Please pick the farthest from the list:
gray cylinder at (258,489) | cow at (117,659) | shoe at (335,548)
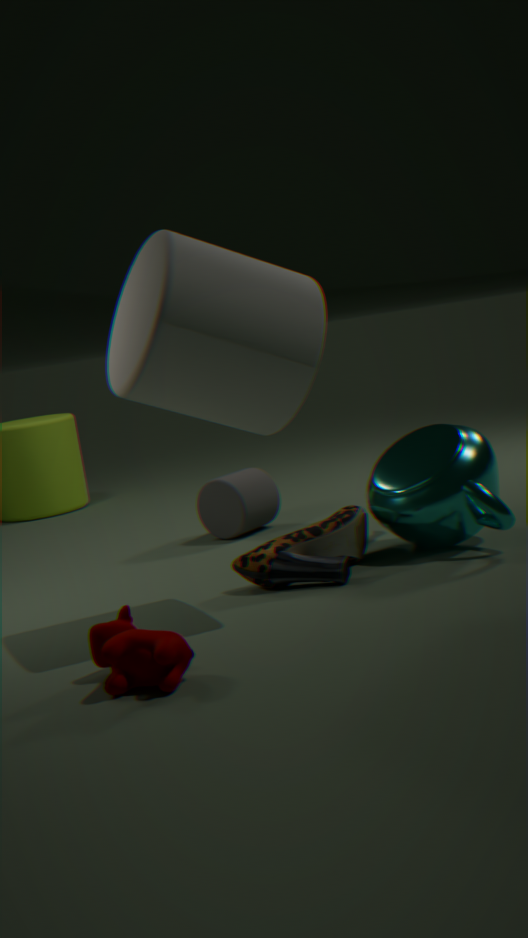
gray cylinder at (258,489)
